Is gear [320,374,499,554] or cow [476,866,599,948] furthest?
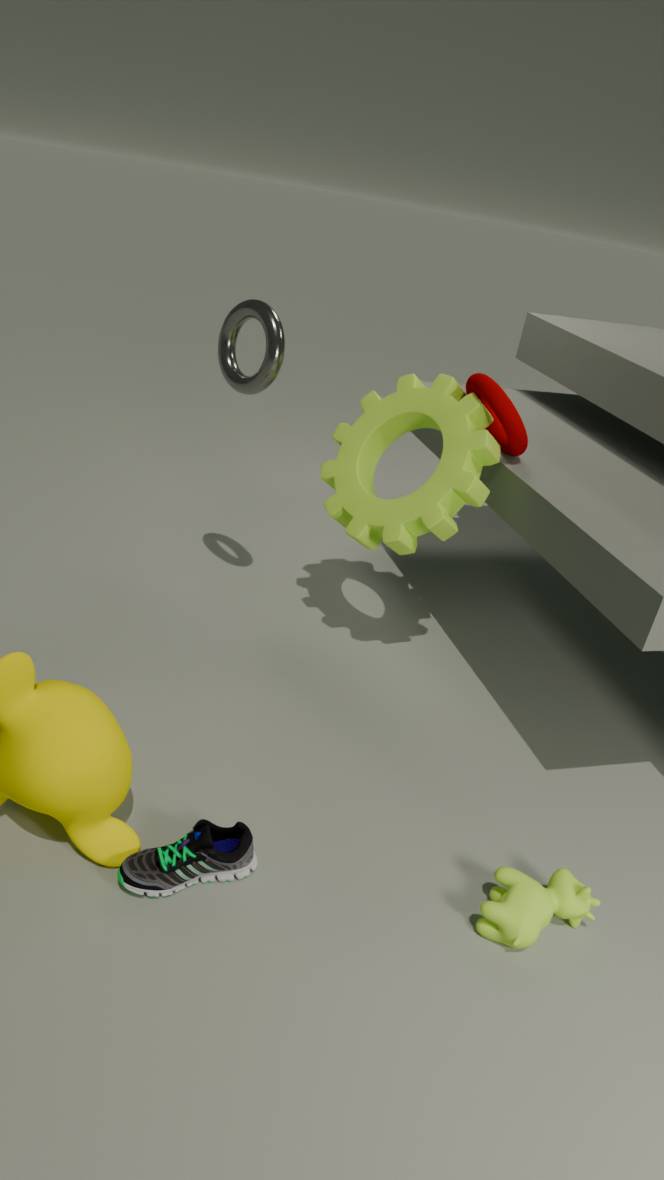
gear [320,374,499,554]
